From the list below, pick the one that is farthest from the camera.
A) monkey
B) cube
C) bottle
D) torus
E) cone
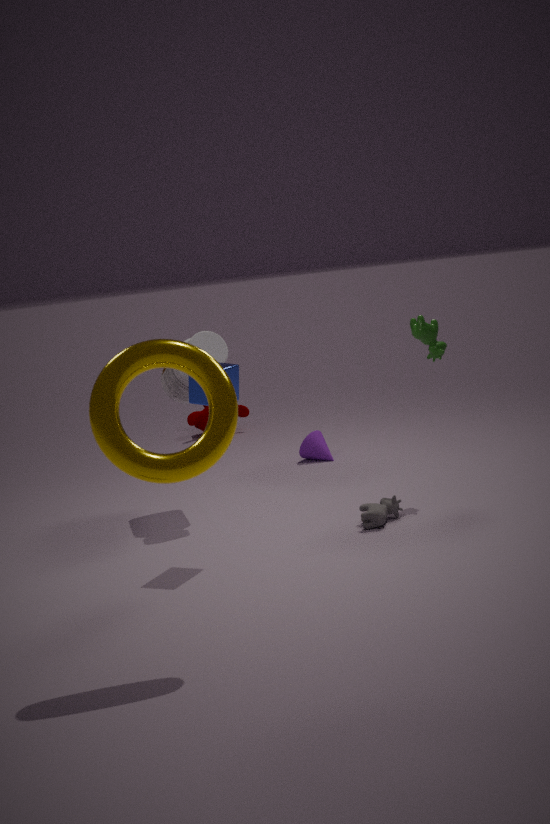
A. monkey
